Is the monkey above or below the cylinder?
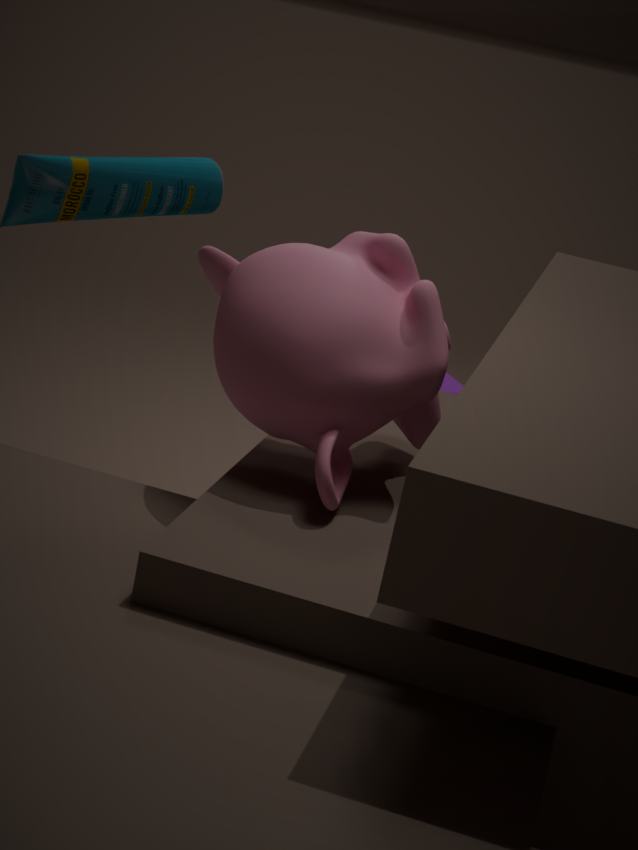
above
